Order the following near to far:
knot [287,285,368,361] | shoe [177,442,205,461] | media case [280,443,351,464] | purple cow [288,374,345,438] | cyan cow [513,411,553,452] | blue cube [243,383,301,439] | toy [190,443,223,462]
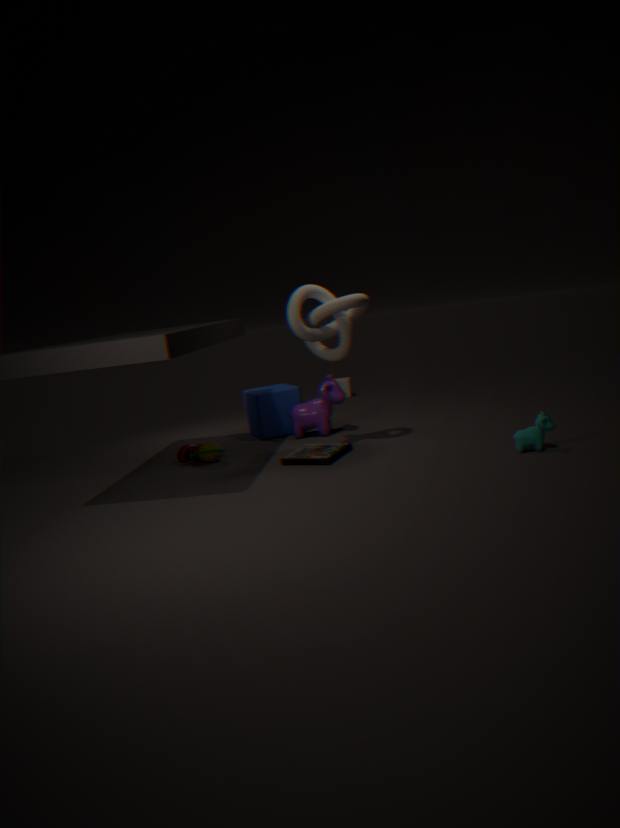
1. cyan cow [513,411,553,452]
2. knot [287,285,368,361]
3. media case [280,443,351,464]
4. toy [190,443,223,462]
5. shoe [177,442,205,461]
6. purple cow [288,374,345,438]
7. blue cube [243,383,301,439]
